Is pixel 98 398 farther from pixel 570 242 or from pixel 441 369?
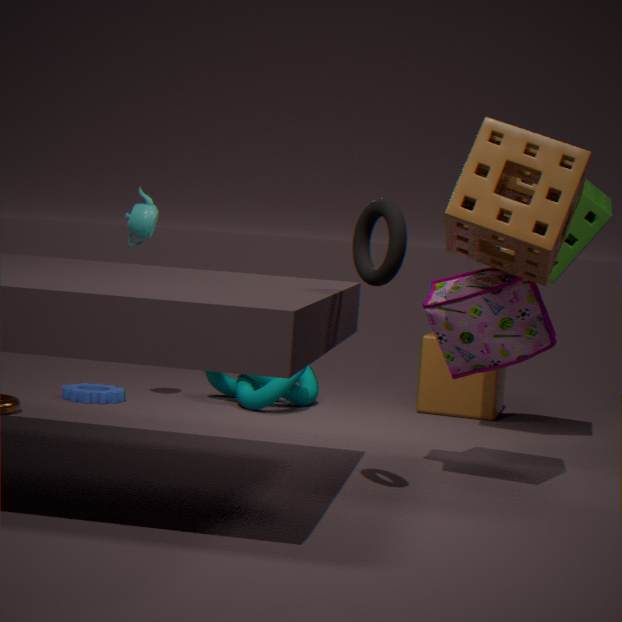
pixel 570 242
